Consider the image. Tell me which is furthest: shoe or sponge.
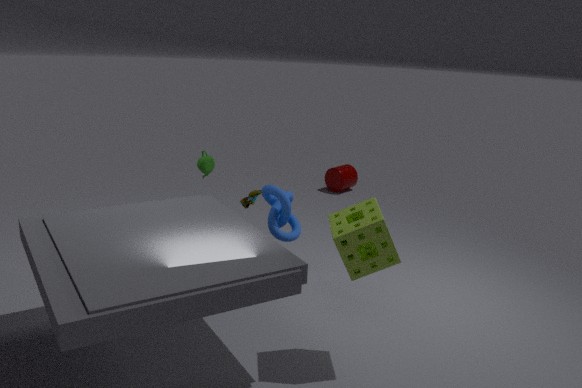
shoe
